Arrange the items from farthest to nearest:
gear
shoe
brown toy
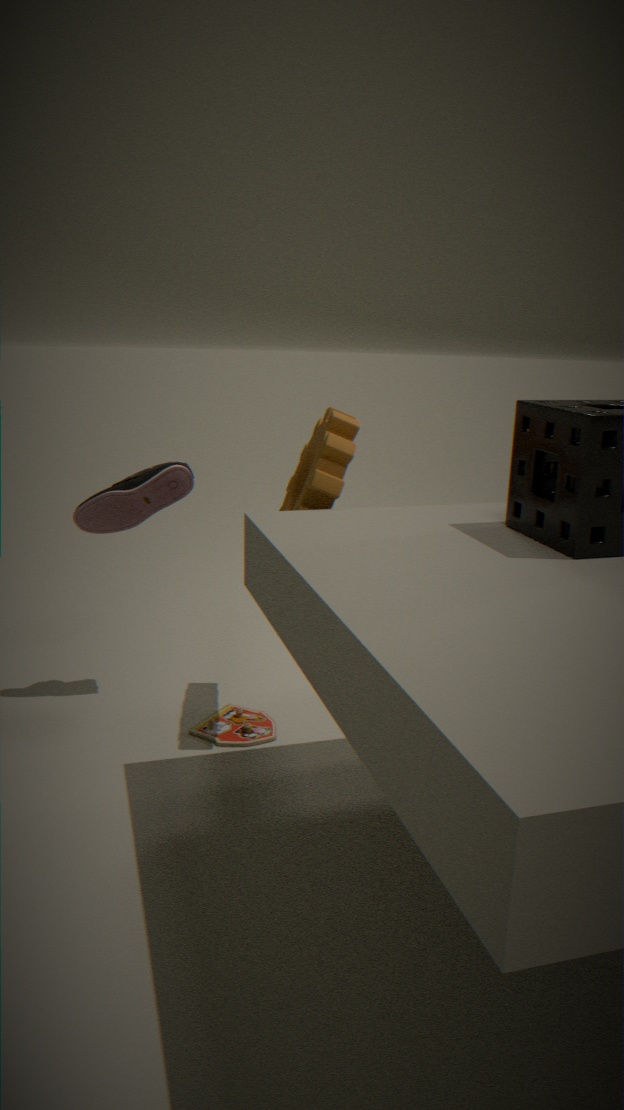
shoe < brown toy < gear
